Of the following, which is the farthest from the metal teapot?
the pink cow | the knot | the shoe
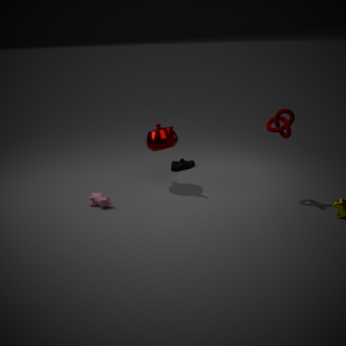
the knot
